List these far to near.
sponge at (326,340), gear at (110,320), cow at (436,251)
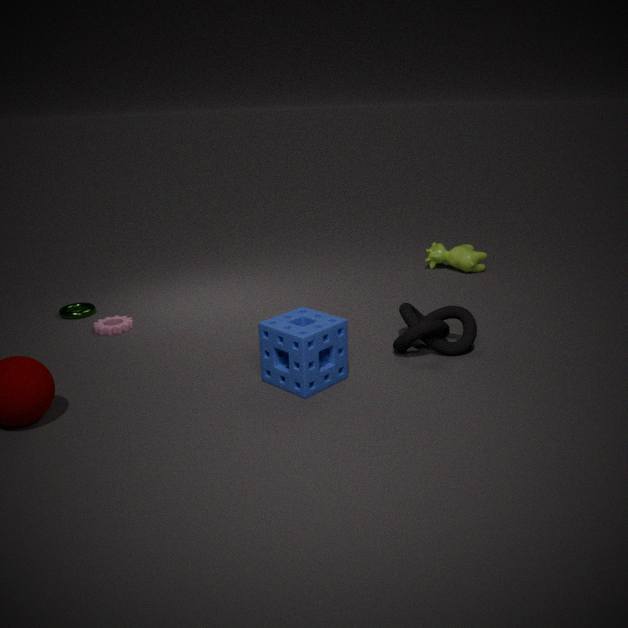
cow at (436,251) < gear at (110,320) < sponge at (326,340)
